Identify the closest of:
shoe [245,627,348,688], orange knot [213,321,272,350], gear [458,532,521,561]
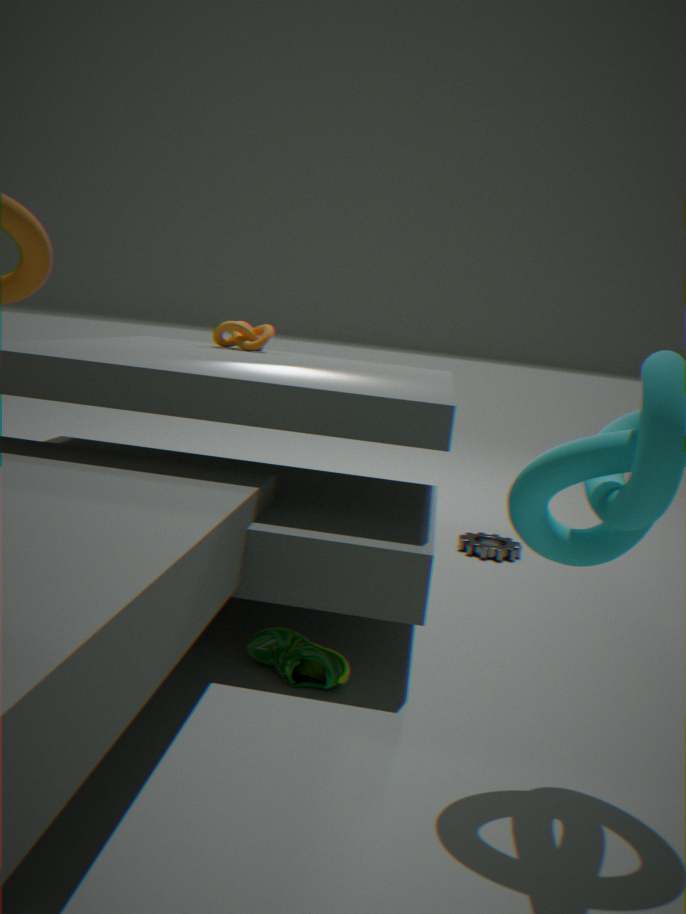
shoe [245,627,348,688]
